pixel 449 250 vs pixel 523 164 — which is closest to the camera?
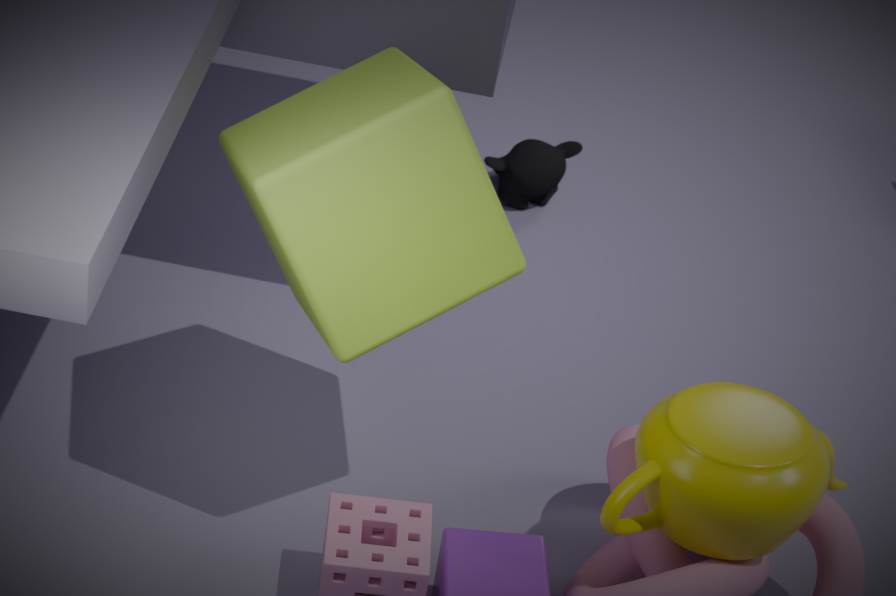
pixel 449 250
